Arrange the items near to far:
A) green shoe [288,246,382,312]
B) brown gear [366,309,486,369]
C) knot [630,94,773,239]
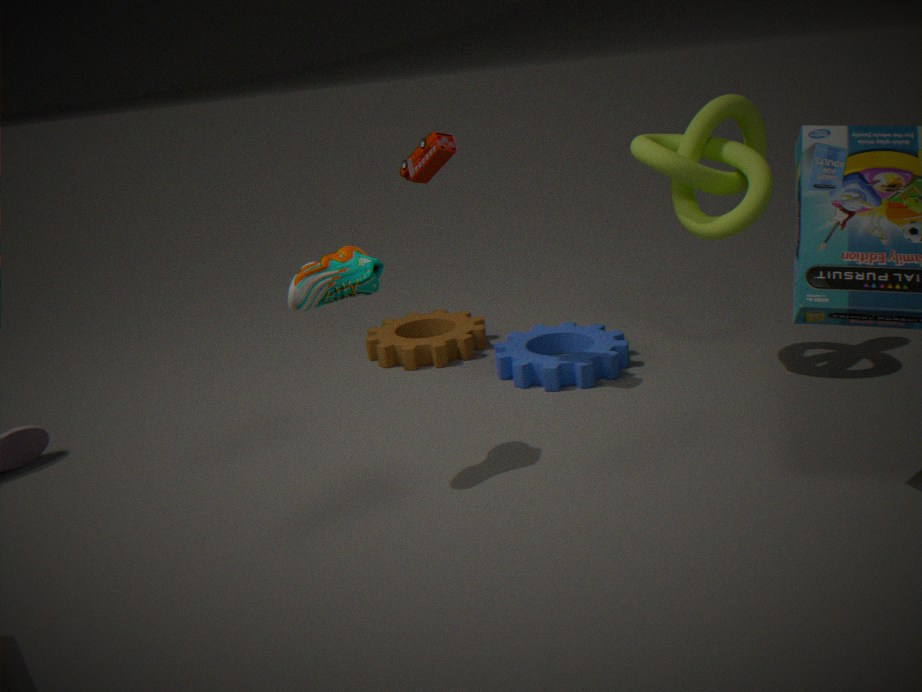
green shoe [288,246,382,312] → knot [630,94,773,239] → brown gear [366,309,486,369]
